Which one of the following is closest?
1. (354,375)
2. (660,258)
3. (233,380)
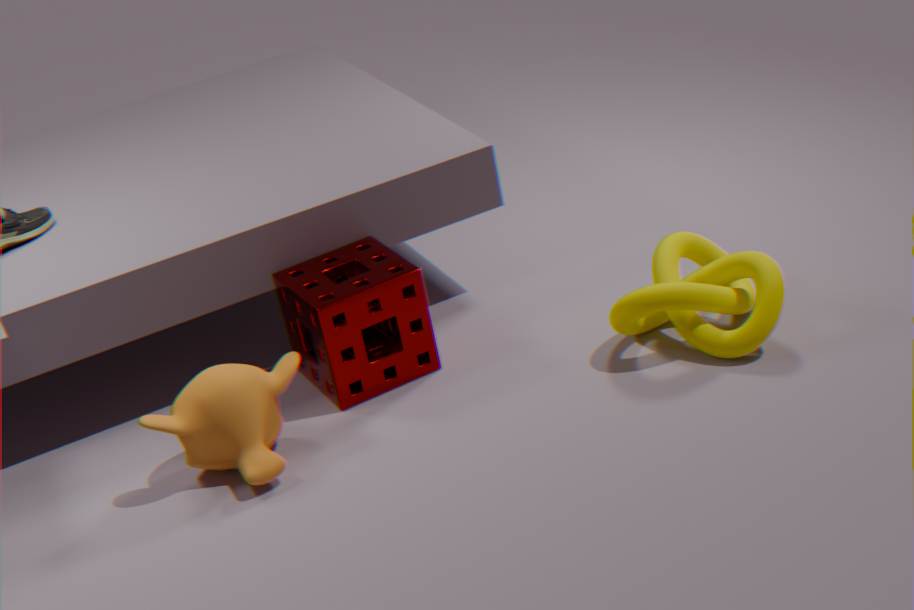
(233,380)
